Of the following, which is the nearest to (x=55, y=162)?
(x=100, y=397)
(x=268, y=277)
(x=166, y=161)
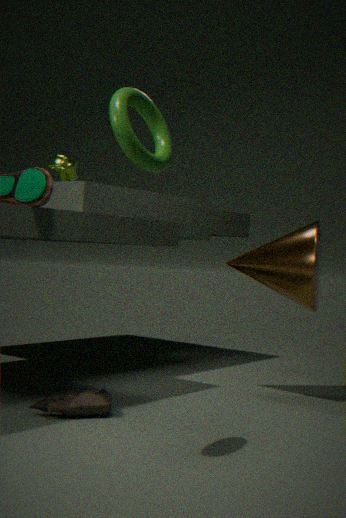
(x=268, y=277)
